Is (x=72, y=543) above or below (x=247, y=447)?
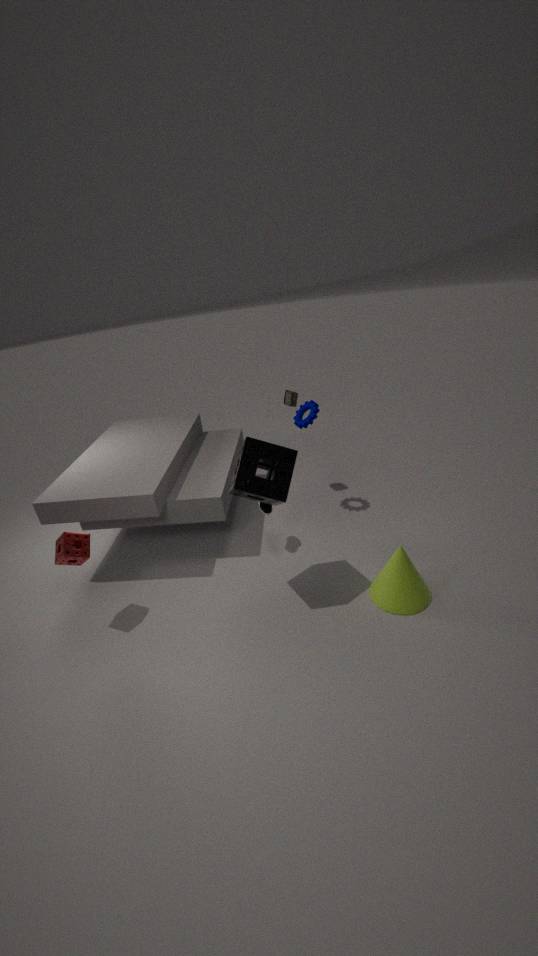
below
